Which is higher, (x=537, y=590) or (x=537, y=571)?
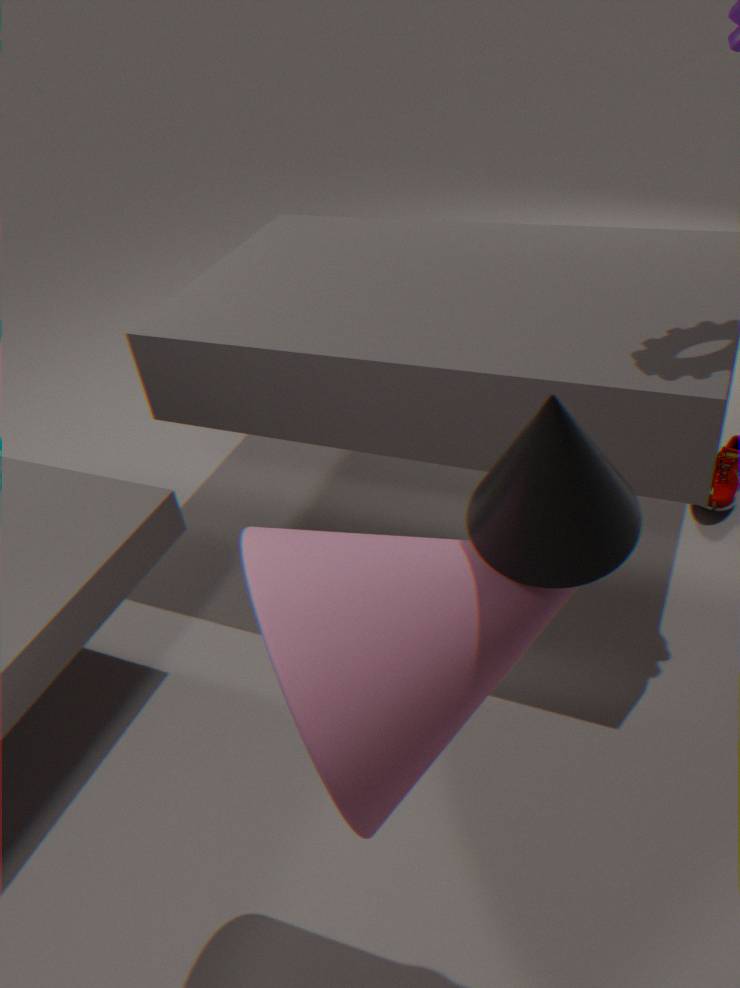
(x=537, y=571)
